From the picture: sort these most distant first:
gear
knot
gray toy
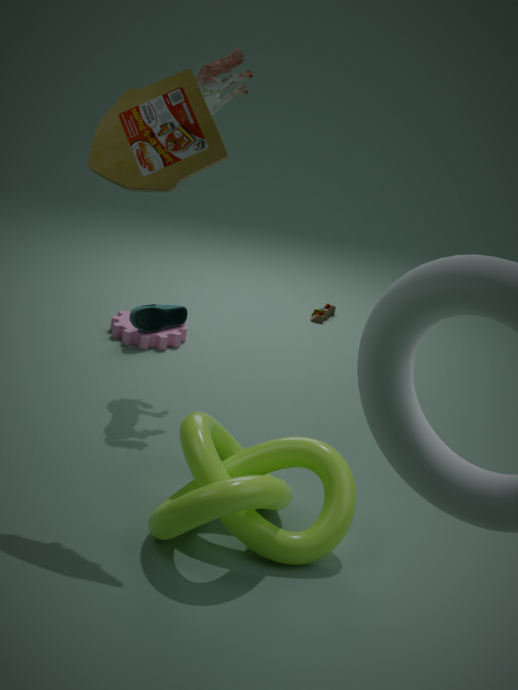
1. gear
2. gray toy
3. knot
